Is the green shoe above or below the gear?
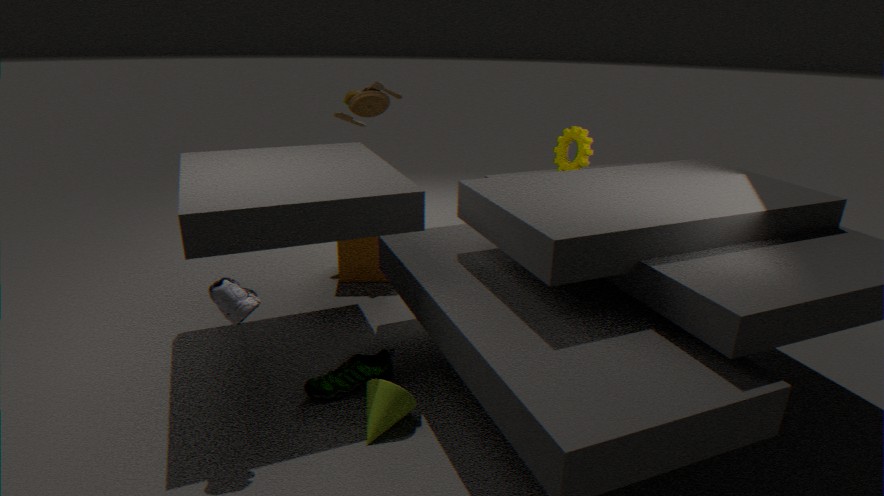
below
